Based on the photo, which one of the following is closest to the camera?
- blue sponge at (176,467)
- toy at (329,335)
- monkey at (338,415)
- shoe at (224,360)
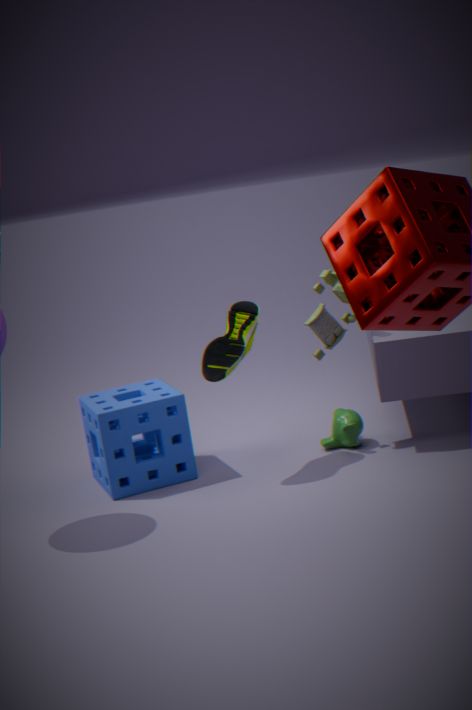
shoe at (224,360)
